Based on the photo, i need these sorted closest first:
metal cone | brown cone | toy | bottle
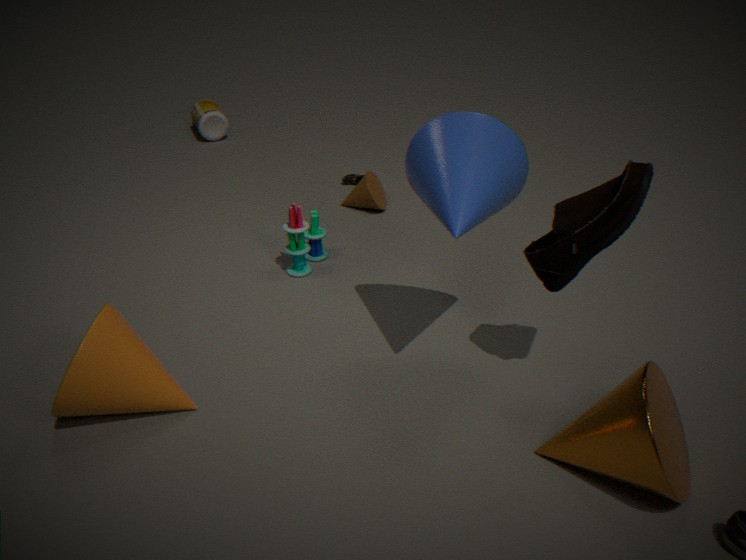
1. metal cone
2. toy
3. brown cone
4. bottle
